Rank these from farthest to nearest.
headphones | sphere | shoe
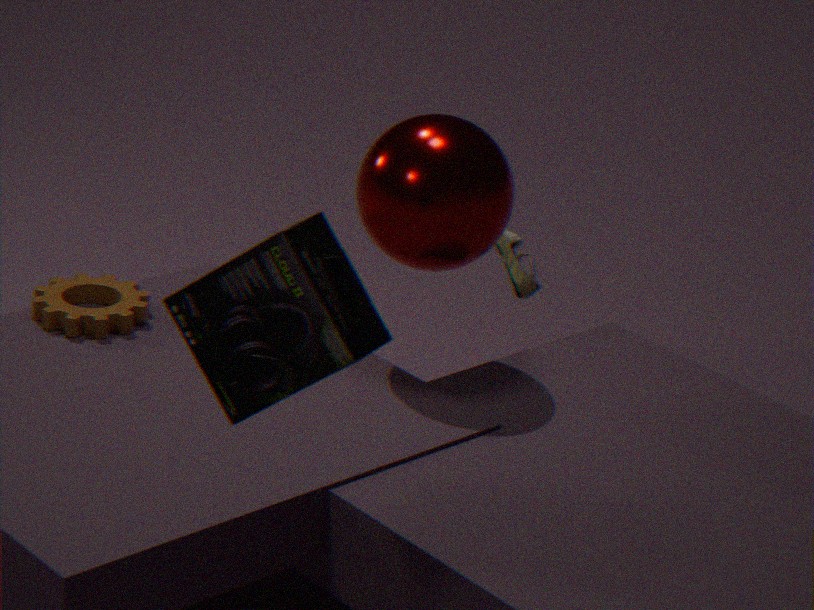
shoe
sphere
headphones
